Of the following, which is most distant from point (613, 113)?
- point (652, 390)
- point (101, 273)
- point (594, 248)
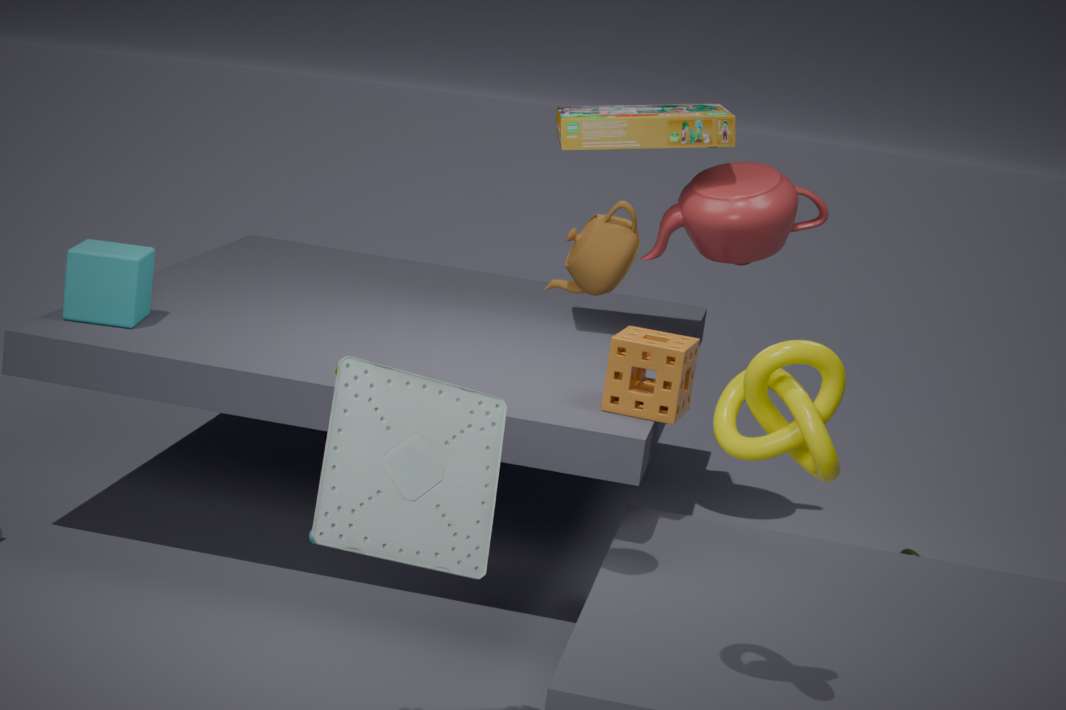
point (101, 273)
